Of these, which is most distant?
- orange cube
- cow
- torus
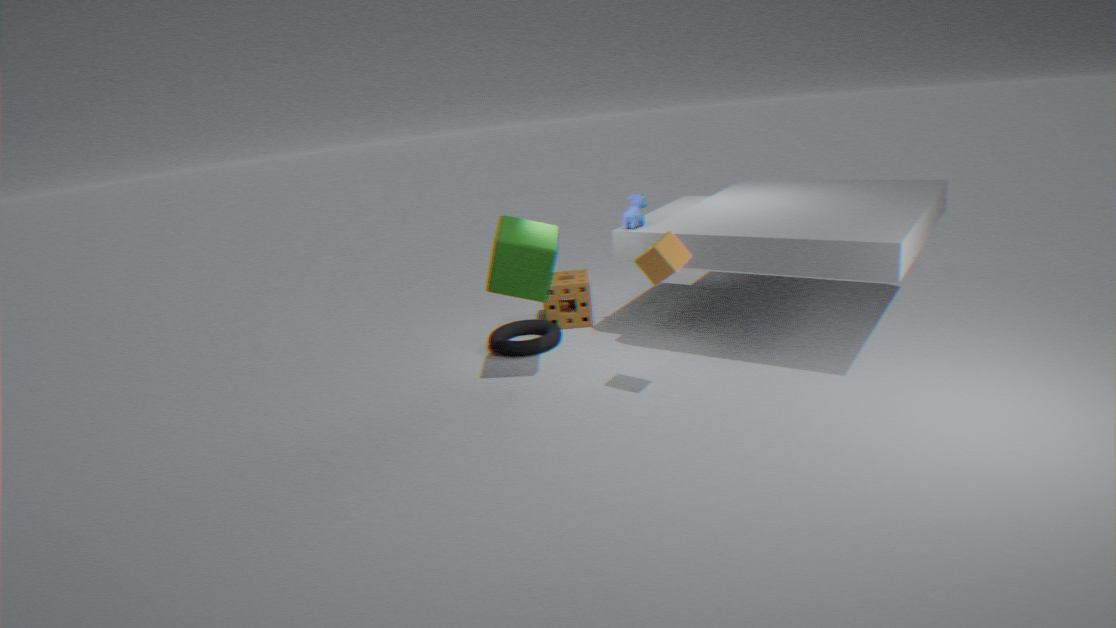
torus
